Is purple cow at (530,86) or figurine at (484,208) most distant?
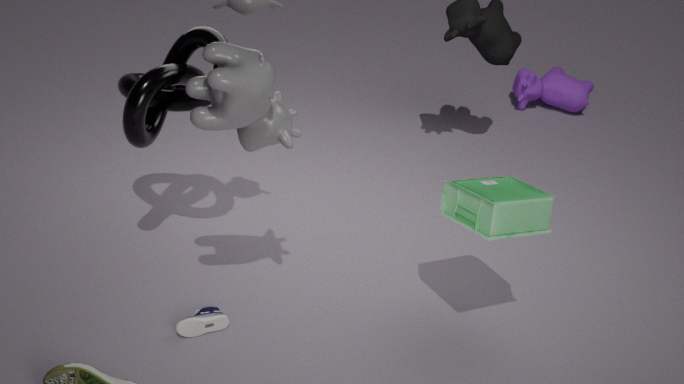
purple cow at (530,86)
